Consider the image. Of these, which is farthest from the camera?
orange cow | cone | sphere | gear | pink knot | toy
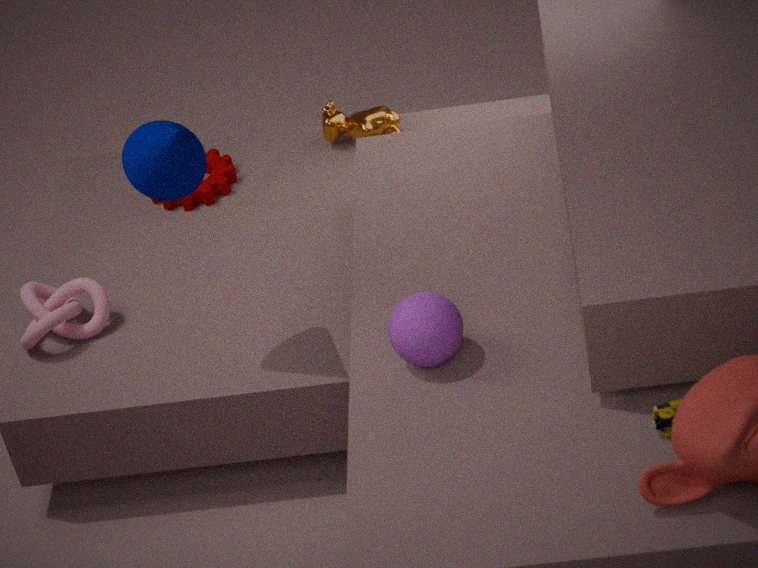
orange cow
